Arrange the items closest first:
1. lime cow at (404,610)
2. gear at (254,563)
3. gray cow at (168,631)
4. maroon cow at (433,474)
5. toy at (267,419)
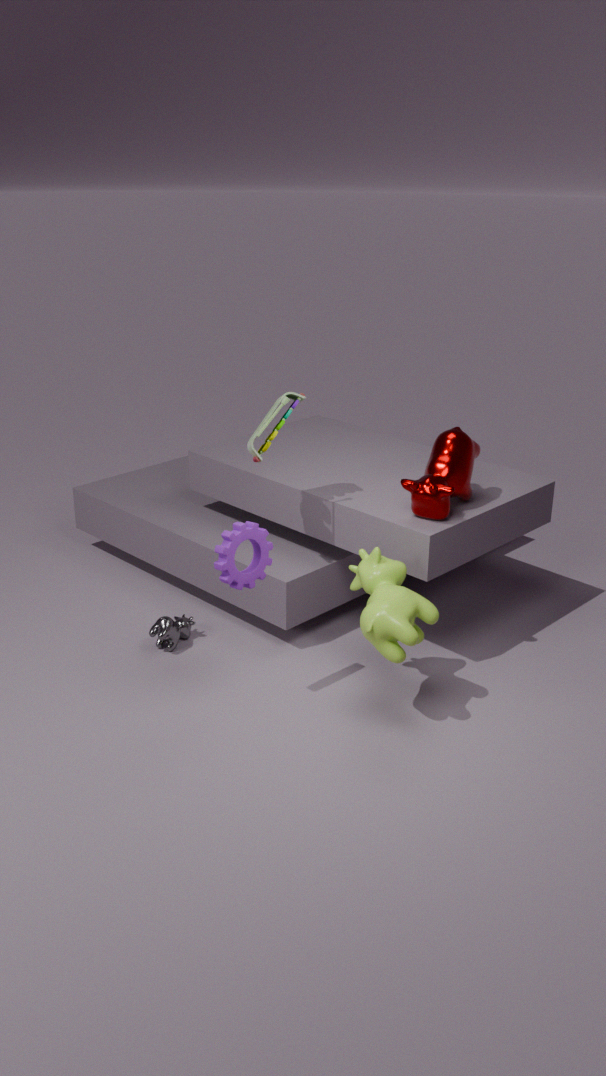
lime cow at (404,610)
gear at (254,563)
maroon cow at (433,474)
toy at (267,419)
gray cow at (168,631)
